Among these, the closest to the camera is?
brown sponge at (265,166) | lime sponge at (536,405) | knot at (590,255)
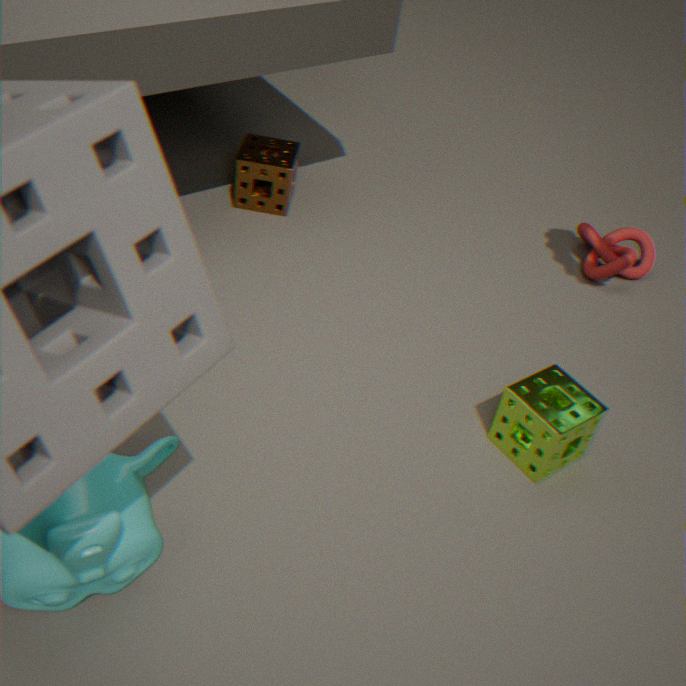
lime sponge at (536,405)
